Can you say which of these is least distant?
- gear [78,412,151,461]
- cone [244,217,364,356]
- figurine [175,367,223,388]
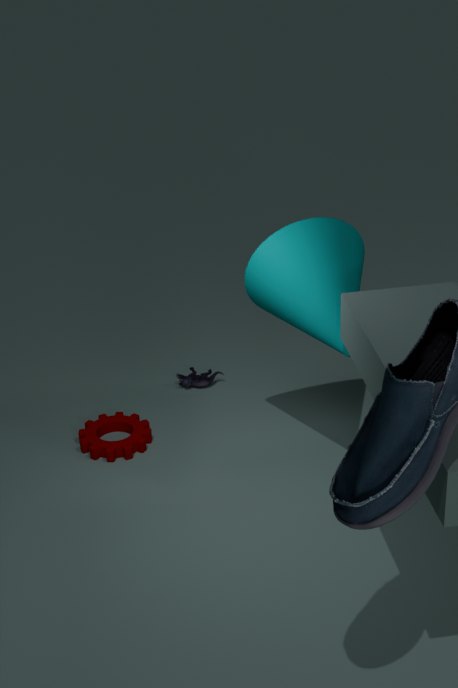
cone [244,217,364,356]
